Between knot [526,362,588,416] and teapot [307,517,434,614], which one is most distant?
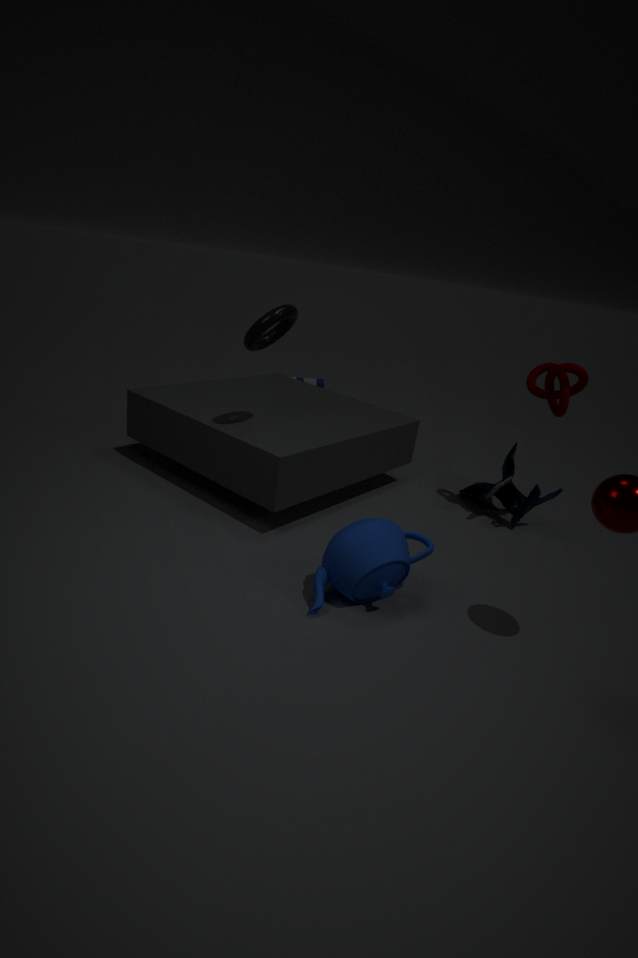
knot [526,362,588,416]
